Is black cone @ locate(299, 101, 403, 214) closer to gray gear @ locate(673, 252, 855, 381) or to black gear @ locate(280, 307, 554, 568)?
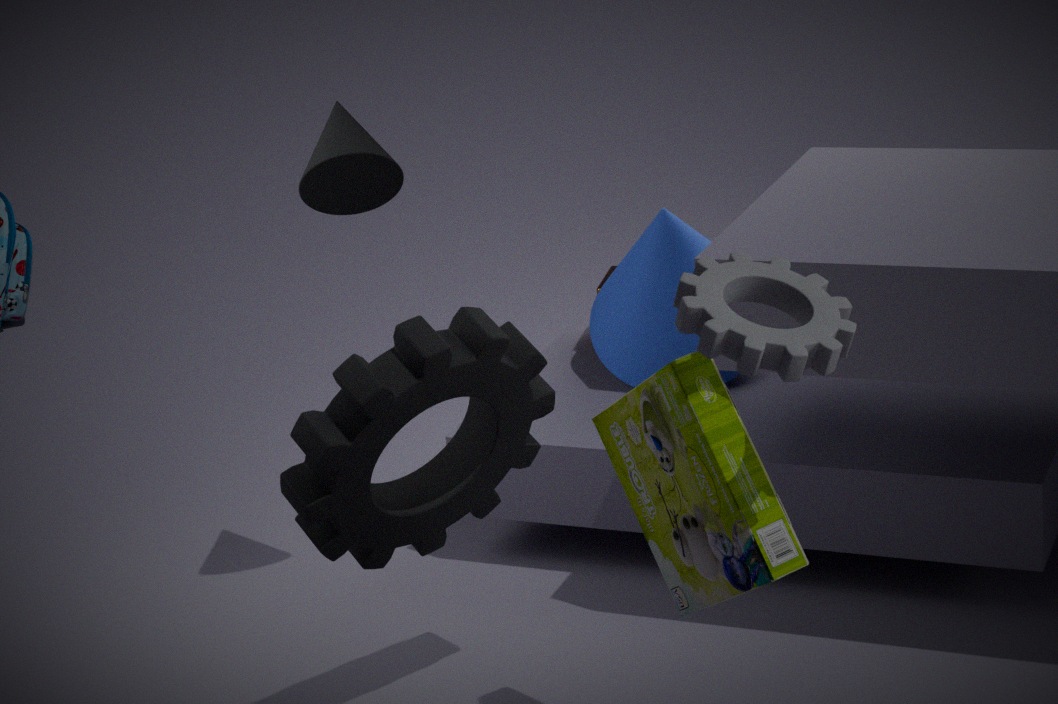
black gear @ locate(280, 307, 554, 568)
